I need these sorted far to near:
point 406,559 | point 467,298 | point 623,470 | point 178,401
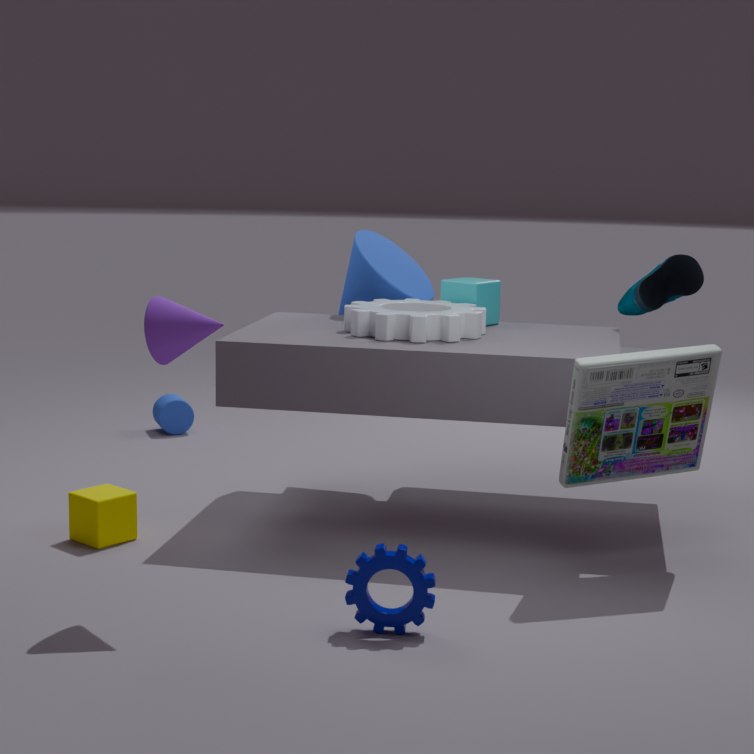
point 178,401 < point 467,298 < point 623,470 < point 406,559
